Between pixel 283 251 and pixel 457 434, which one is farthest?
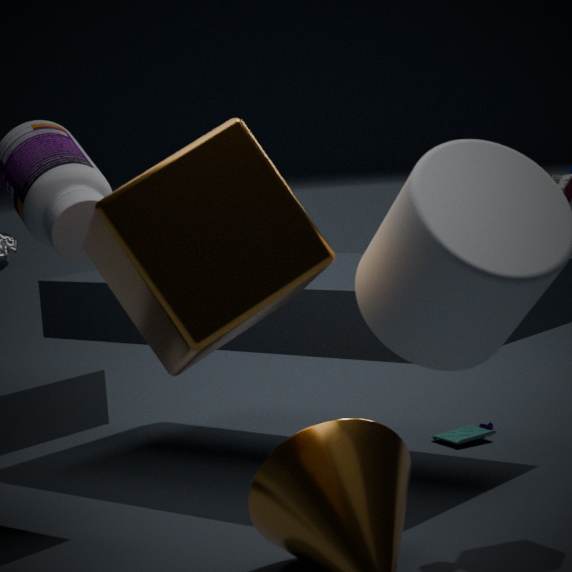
pixel 457 434
